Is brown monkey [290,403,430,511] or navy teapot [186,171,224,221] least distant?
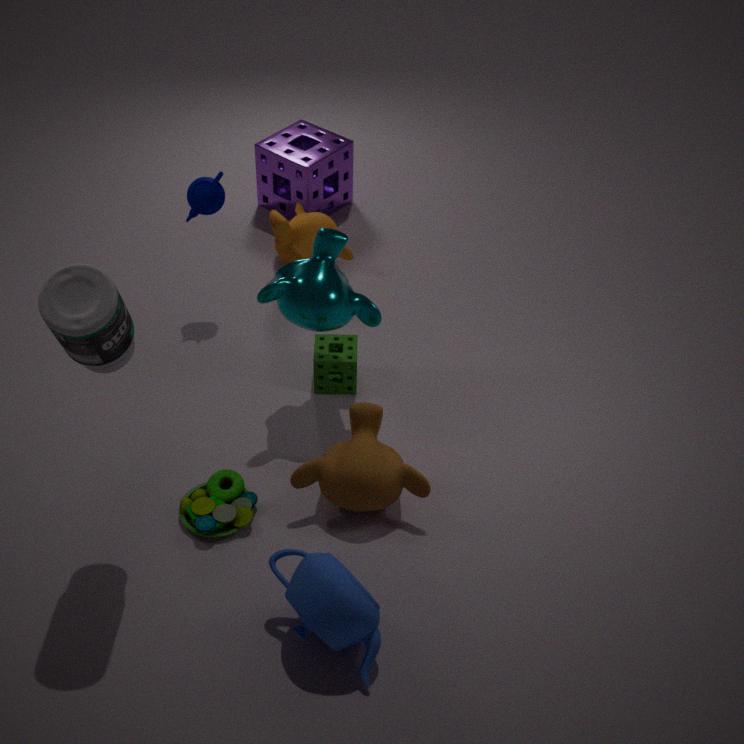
brown monkey [290,403,430,511]
